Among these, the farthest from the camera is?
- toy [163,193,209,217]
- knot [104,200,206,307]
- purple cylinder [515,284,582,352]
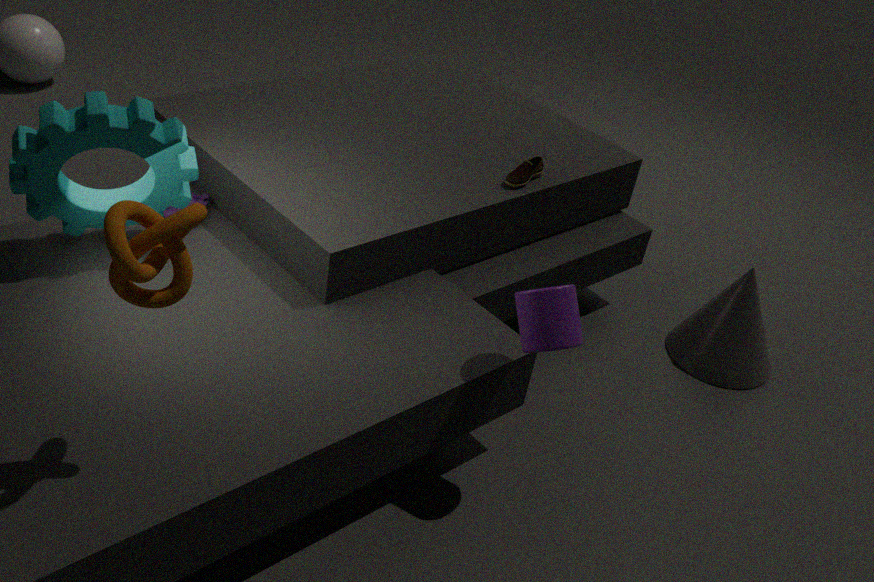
toy [163,193,209,217]
